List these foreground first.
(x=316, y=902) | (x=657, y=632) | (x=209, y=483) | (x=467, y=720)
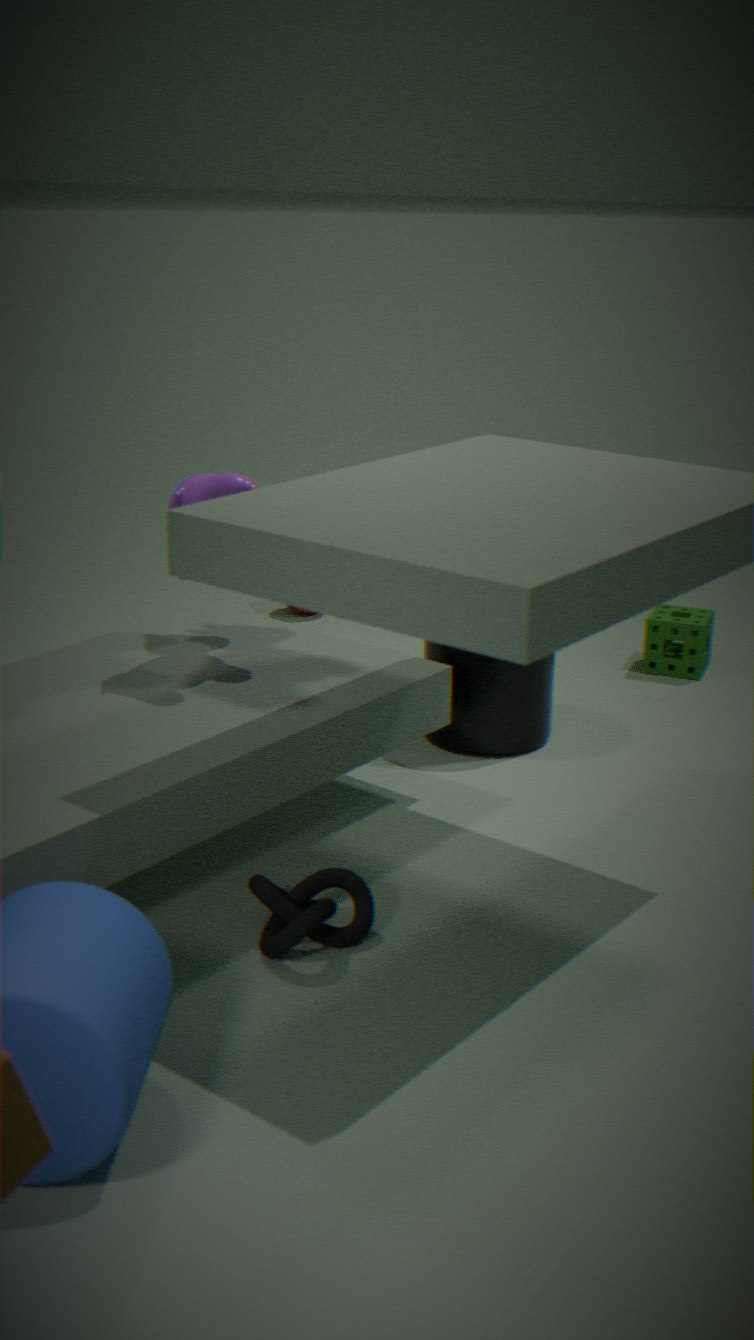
(x=316, y=902)
(x=209, y=483)
(x=467, y=720)
(x=657, y=632)
